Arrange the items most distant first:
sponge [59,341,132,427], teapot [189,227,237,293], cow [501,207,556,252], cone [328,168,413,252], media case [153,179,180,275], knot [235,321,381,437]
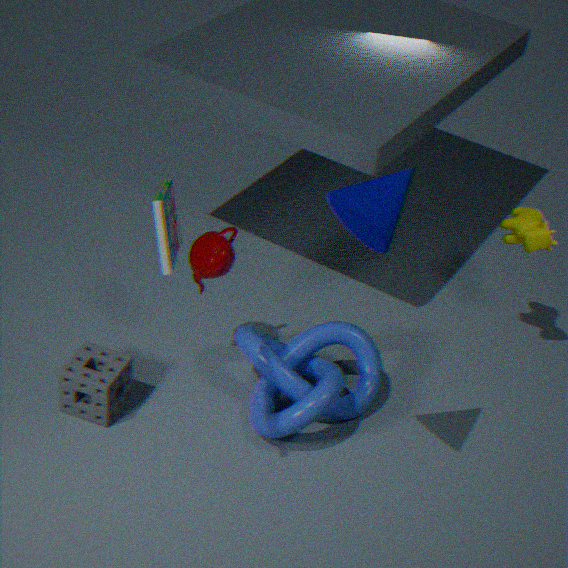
cow [501,207,556,252]
teapot [189,227,237,293]
sponge [59,341,132,427]
knot [235,321,381,437]
cone [328,168,413,252]
media case [153,179,180,275]
